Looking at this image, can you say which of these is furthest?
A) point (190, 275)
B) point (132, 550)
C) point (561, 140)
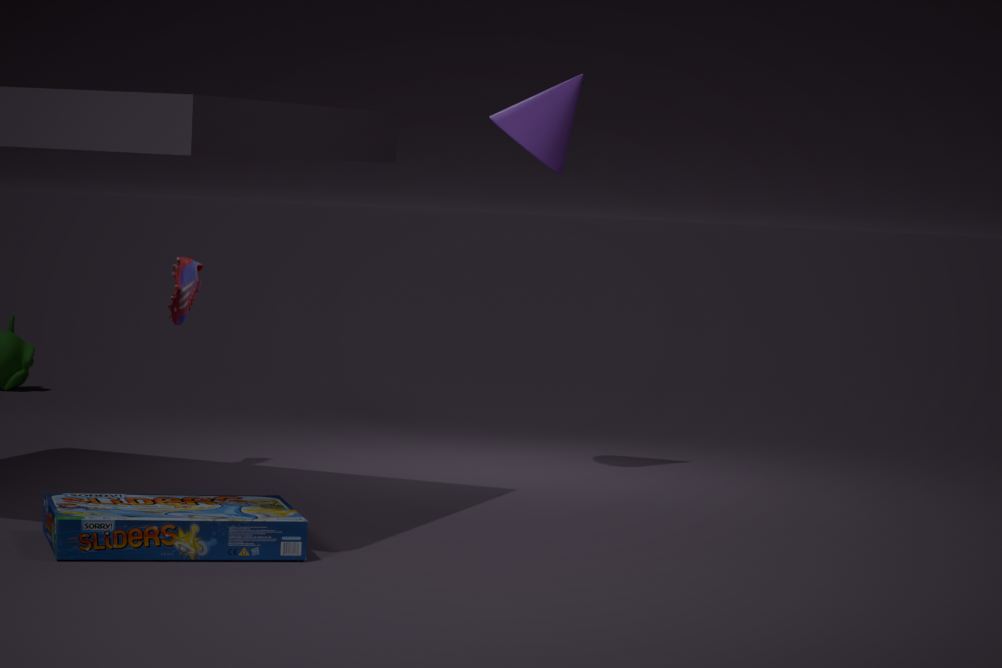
point (561, 140)
